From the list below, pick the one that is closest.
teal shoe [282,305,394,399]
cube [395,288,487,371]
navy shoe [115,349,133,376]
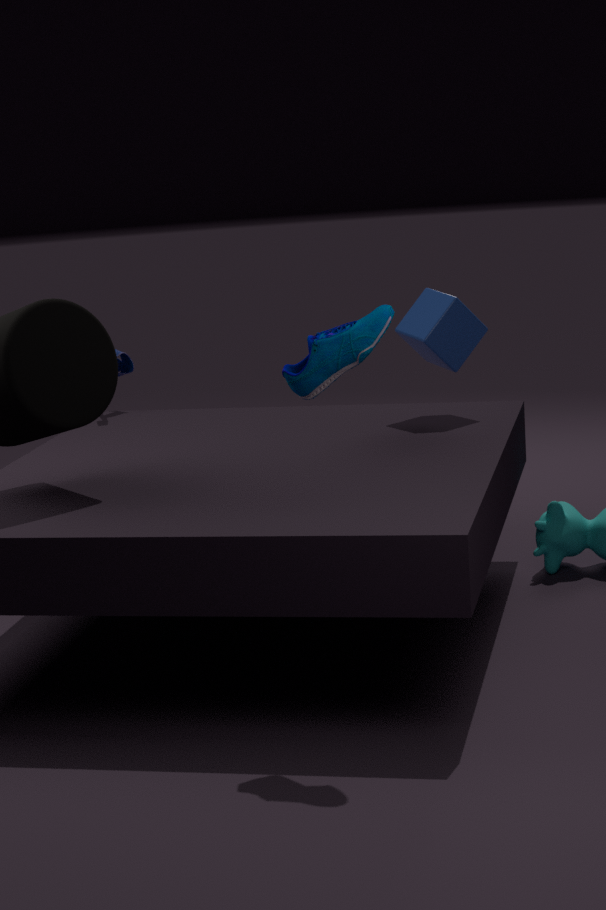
teal shoe [282,305,394,399]
